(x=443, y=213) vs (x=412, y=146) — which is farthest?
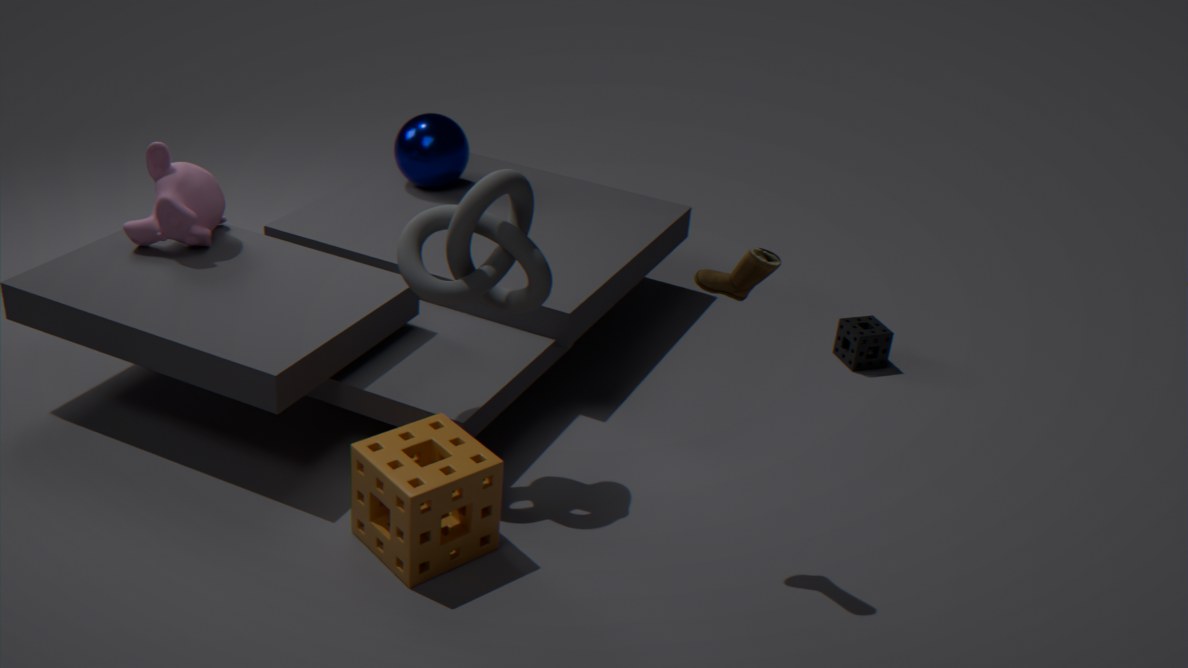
(x=412, y=146)
